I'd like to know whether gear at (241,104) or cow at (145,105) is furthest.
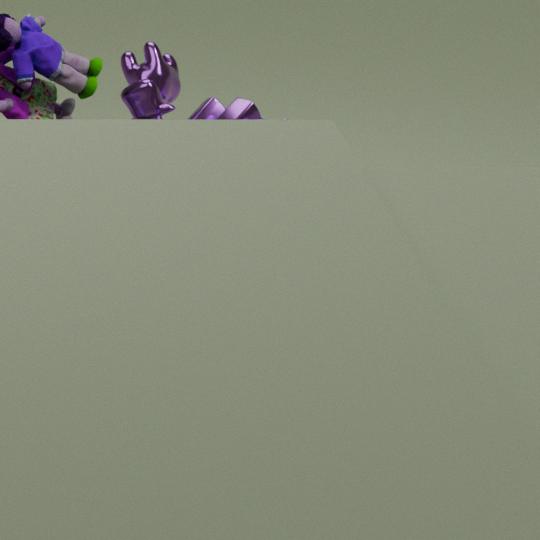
cow at (145,105)
